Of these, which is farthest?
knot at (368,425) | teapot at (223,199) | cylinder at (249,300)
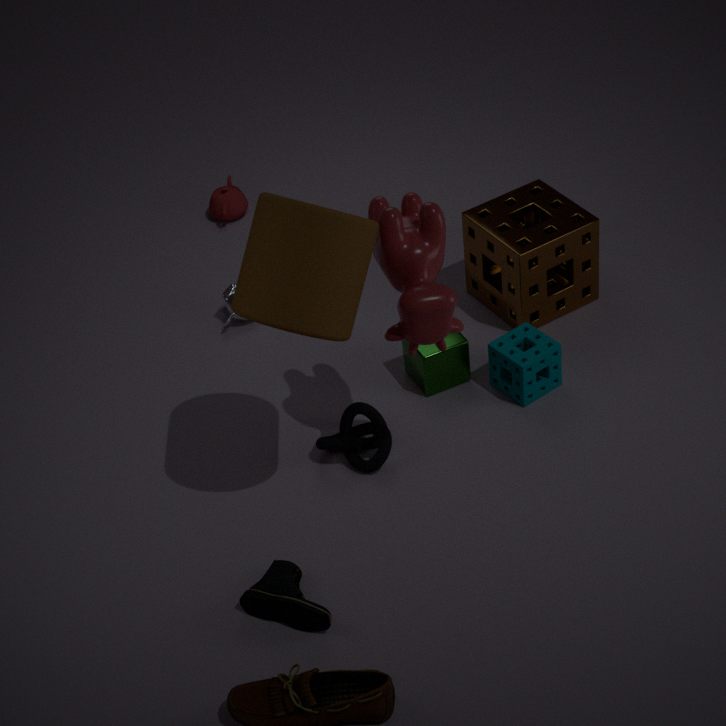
teapot at (223,199)
